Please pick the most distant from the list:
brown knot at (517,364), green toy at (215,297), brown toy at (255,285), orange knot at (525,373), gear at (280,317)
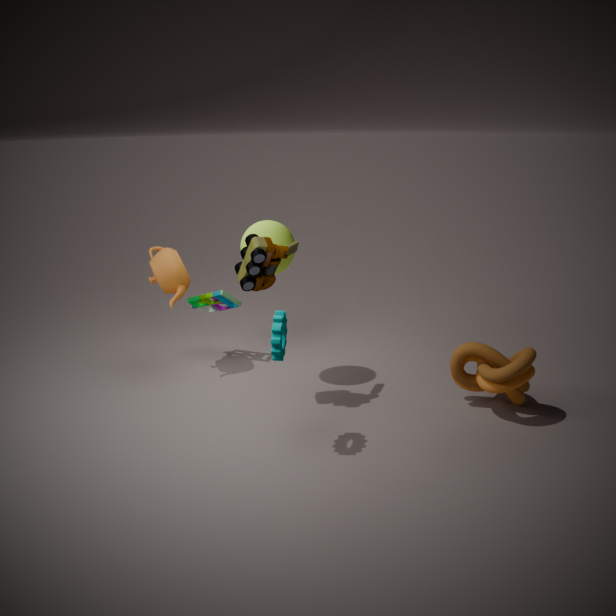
green toy at (215,297)
